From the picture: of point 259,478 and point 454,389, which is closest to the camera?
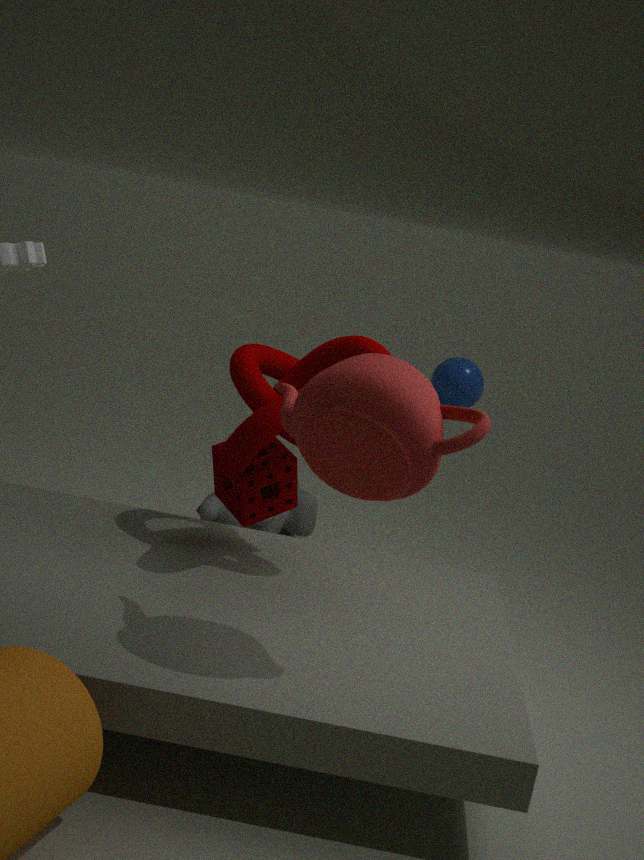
point 259,478
